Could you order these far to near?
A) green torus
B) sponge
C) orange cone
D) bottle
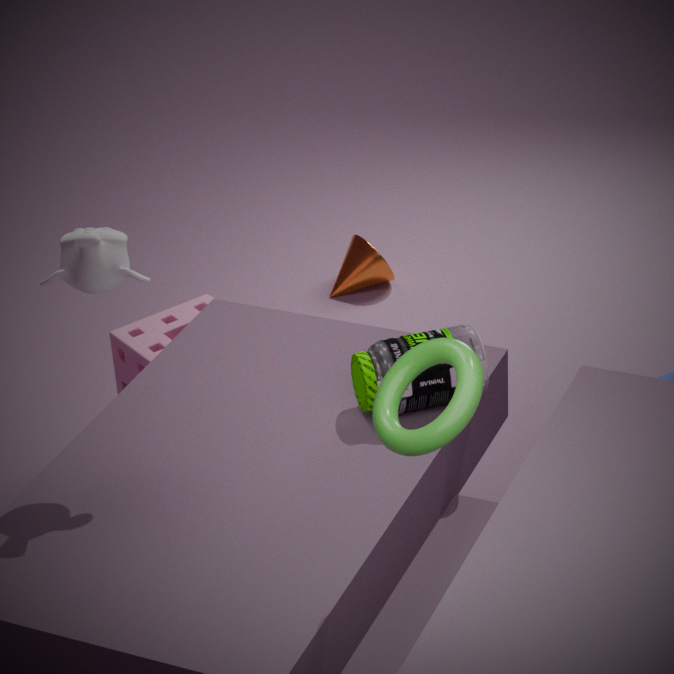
C. orange cone → B. sponge → D. bottle → A. green torus
